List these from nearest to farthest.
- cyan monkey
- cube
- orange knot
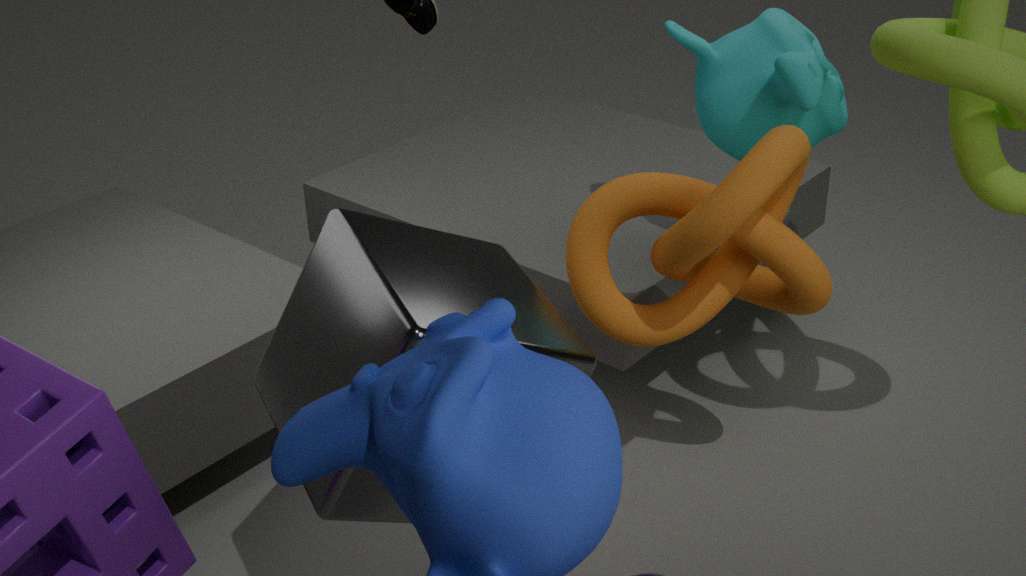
cube
orange knot
cyan monkey
